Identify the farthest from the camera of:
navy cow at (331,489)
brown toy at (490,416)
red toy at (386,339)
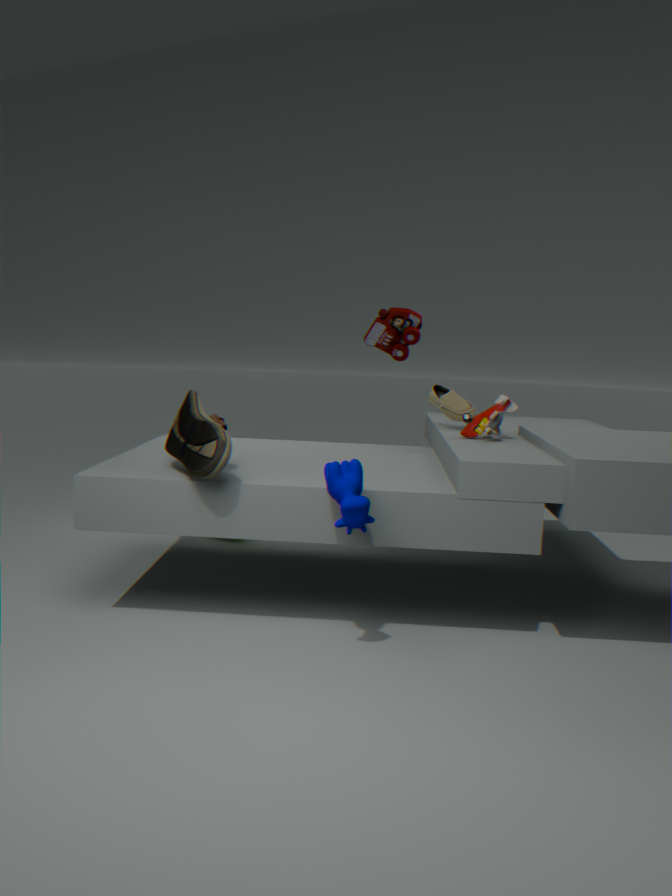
red toy at (386,339)
